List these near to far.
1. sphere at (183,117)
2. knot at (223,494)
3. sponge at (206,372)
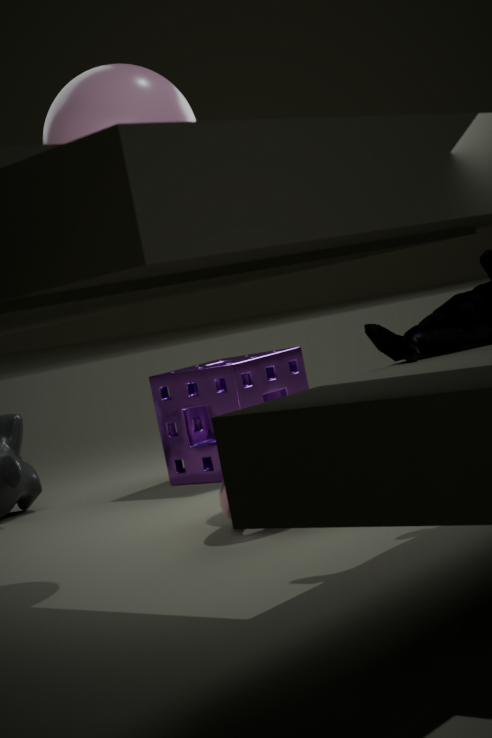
sphere at (183,117) < knot at (223,494) < sponge at (206,372)
